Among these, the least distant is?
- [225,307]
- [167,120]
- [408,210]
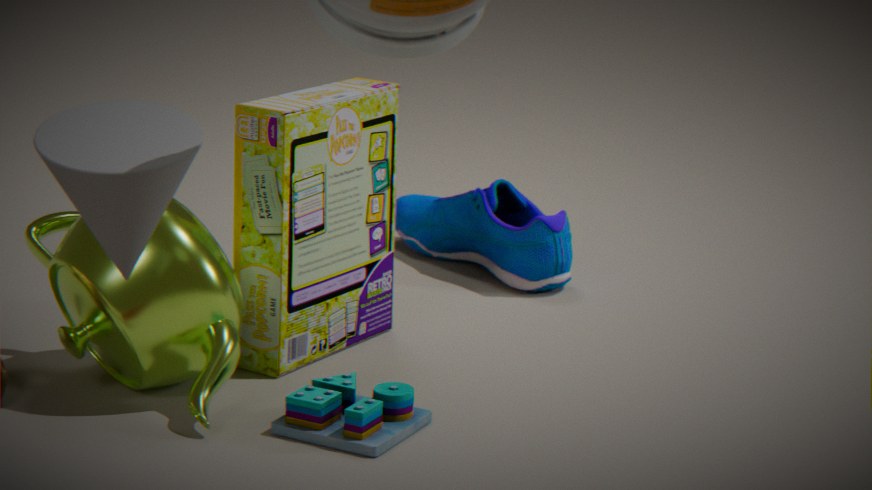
[167,120]
